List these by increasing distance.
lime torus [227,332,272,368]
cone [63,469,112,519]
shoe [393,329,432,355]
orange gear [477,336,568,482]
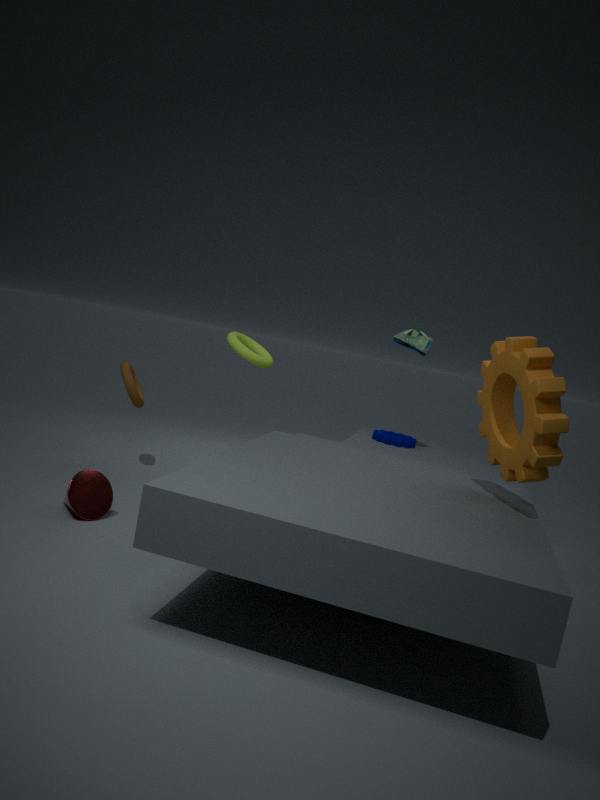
orange gear [477,336,568,482] < cone [63,469,112,519] < lime torus [227,332,272,368] < shoe [393,329,432,355]
